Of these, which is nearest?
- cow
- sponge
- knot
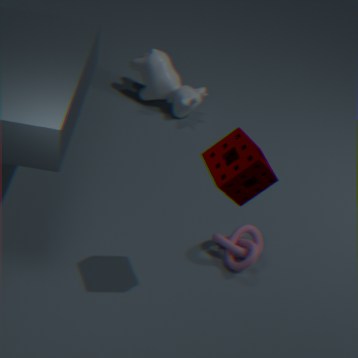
sponge
